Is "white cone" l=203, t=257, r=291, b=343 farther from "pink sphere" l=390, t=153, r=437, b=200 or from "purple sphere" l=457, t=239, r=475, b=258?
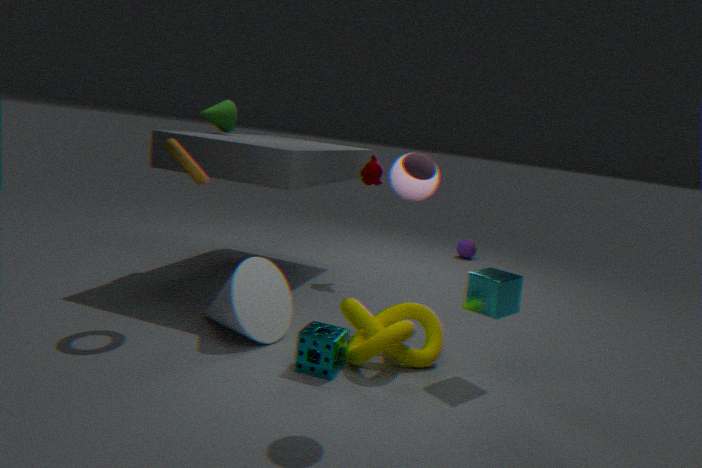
"purple sphere" l=457, t=239, r=475, b=258
